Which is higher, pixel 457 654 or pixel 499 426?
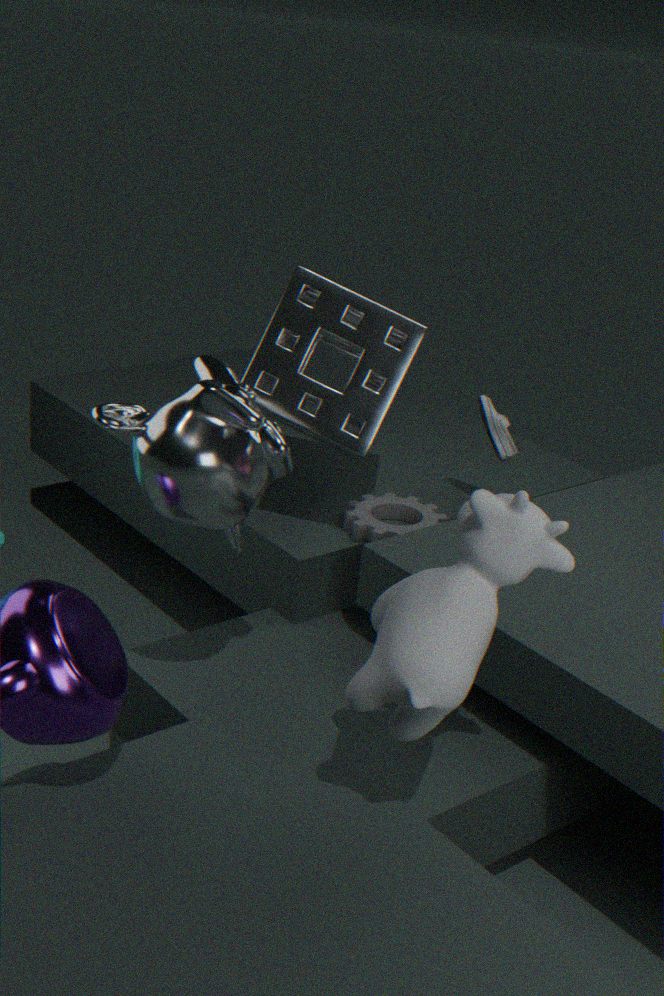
pixel 457 654
